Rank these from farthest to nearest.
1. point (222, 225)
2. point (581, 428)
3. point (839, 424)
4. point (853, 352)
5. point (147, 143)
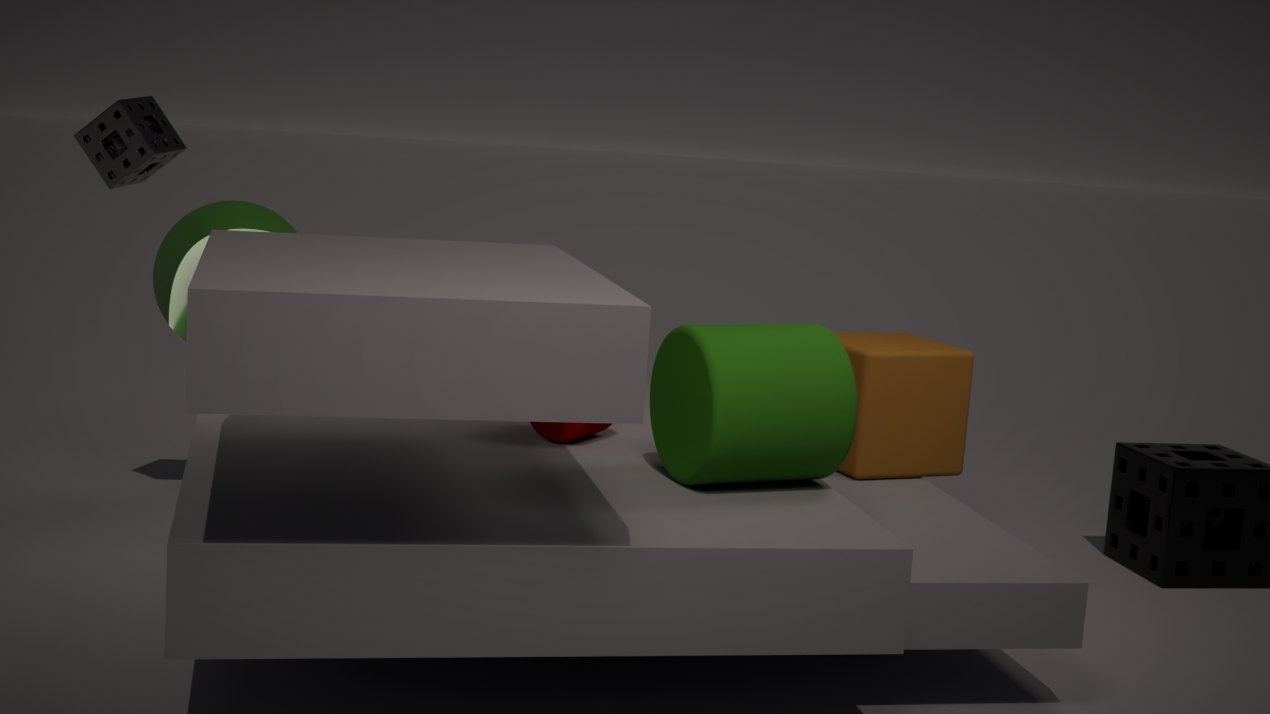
point (853, 352) < point (147, 143) < point (222, 225) < point (581, 428) < point (839, 424)
